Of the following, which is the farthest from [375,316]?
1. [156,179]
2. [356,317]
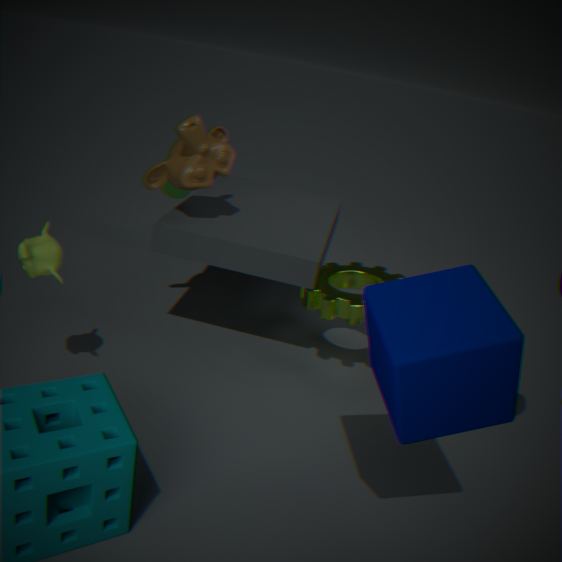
[156,179]
